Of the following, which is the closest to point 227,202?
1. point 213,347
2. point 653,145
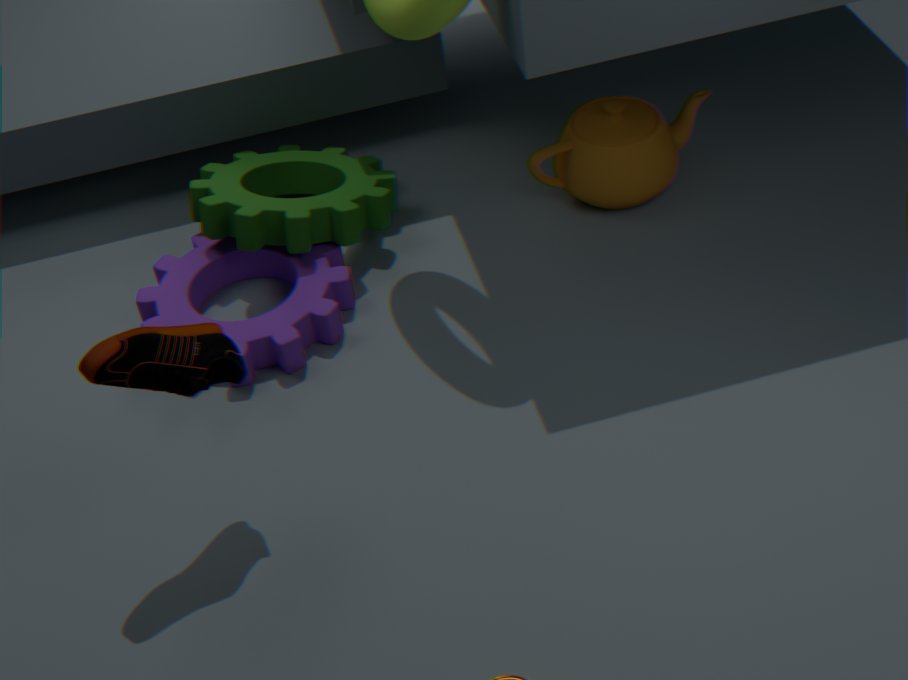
point 653,145
